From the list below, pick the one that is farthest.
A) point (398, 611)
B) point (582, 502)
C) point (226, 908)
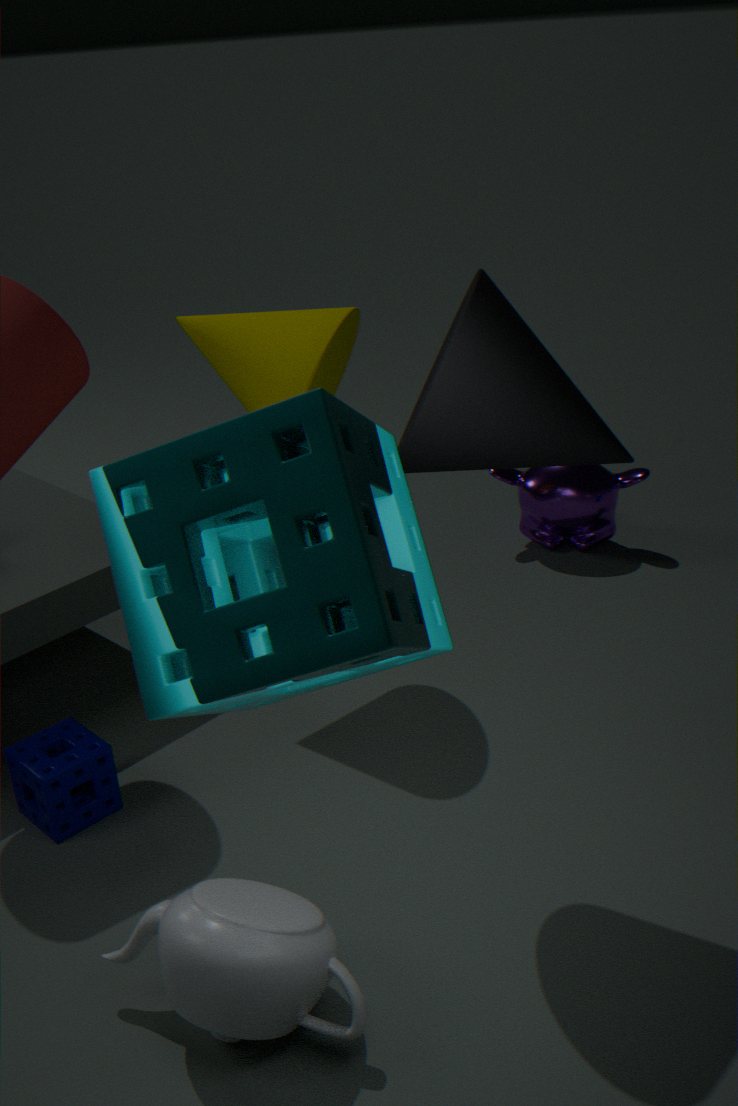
point (582, 502)
